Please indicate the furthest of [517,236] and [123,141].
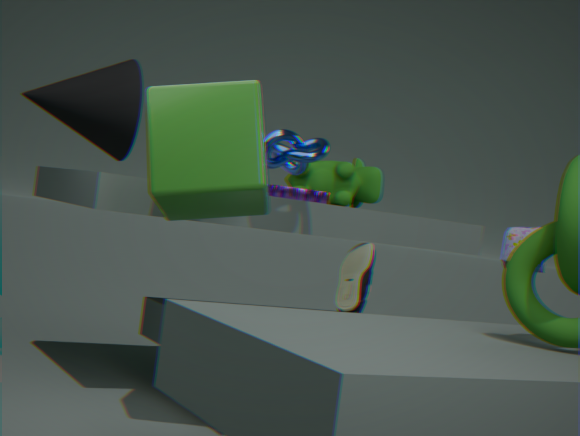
[517,236]
